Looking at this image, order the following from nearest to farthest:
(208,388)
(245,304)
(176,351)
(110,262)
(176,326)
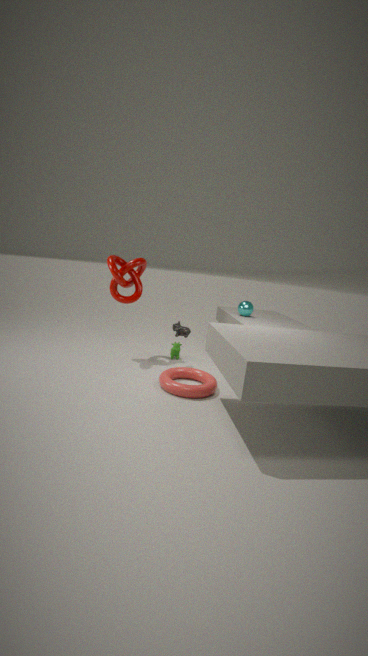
(208,388) → (110,262) → (176,326) → (176,351) → (245,304)
